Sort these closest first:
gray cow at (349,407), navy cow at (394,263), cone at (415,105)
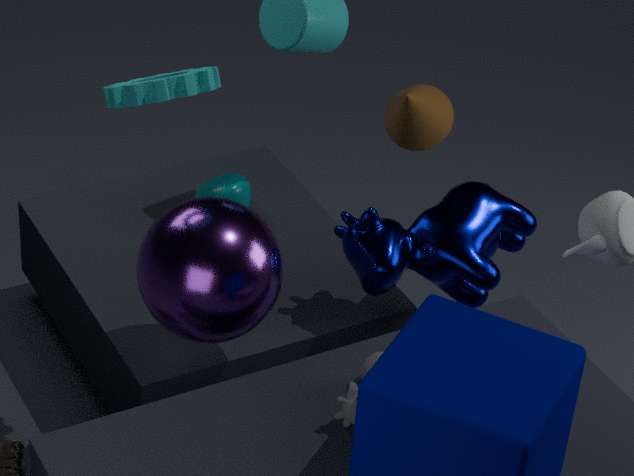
gray cow at (349,407) → navy cow at (394,263) → cone at (415,105)
